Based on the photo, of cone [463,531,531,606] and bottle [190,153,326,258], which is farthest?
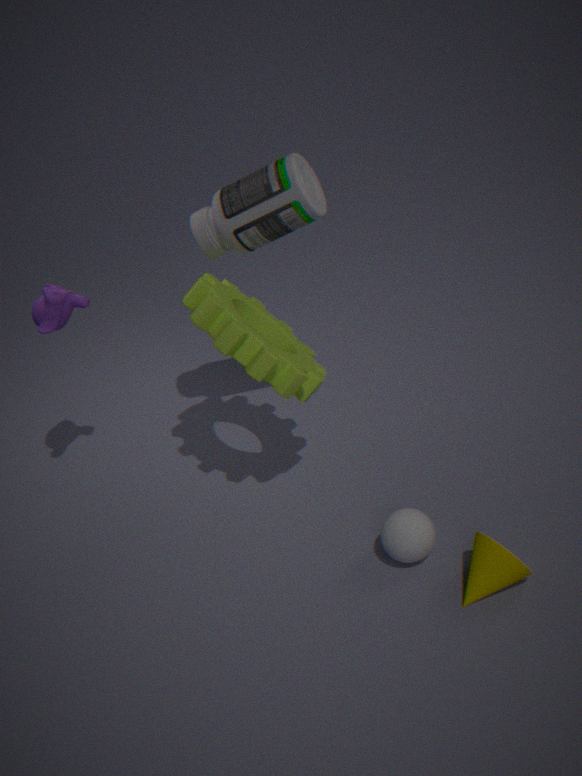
bottle [190,153,326,258]
